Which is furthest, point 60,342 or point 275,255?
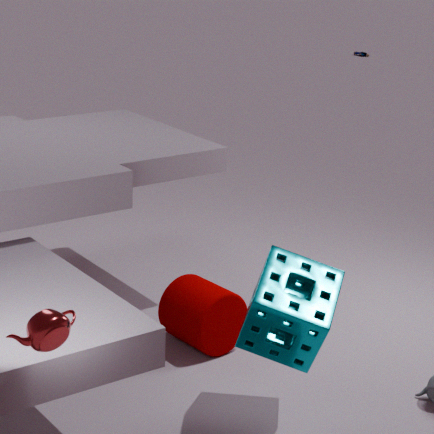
point 275,255
